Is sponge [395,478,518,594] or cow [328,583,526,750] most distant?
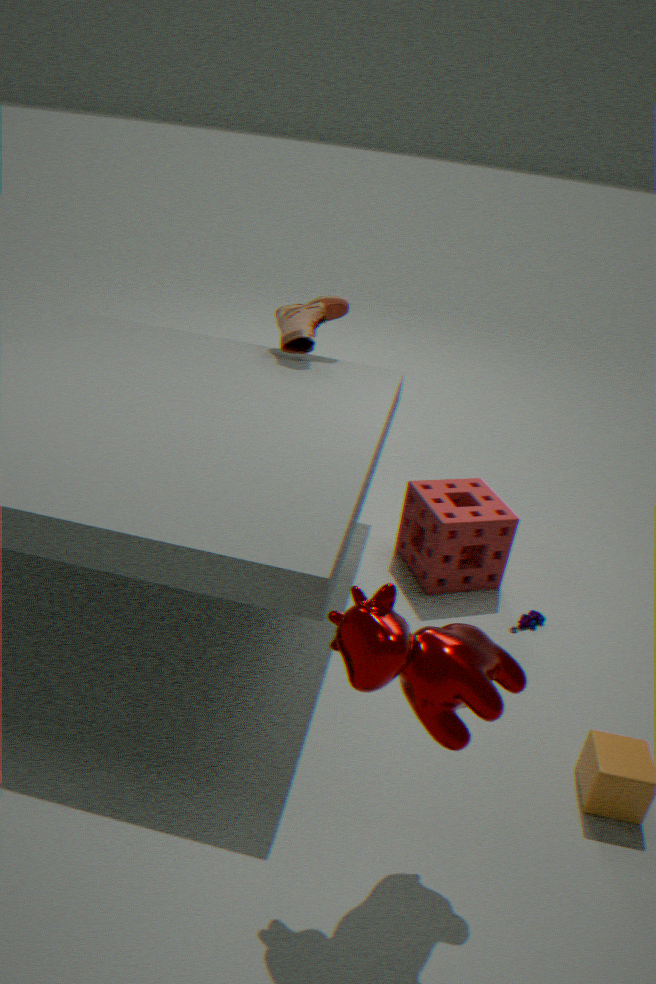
sponge [395,478,518,594]
